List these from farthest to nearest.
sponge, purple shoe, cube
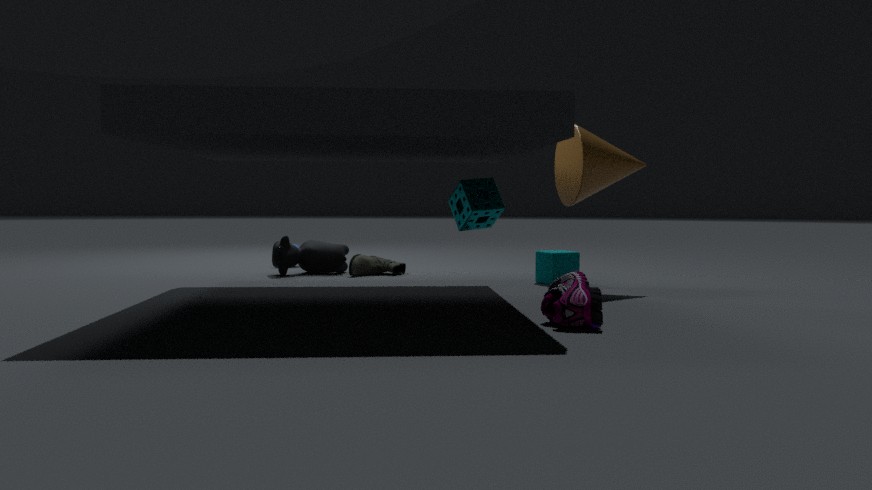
cube → sponge → purple shoe
